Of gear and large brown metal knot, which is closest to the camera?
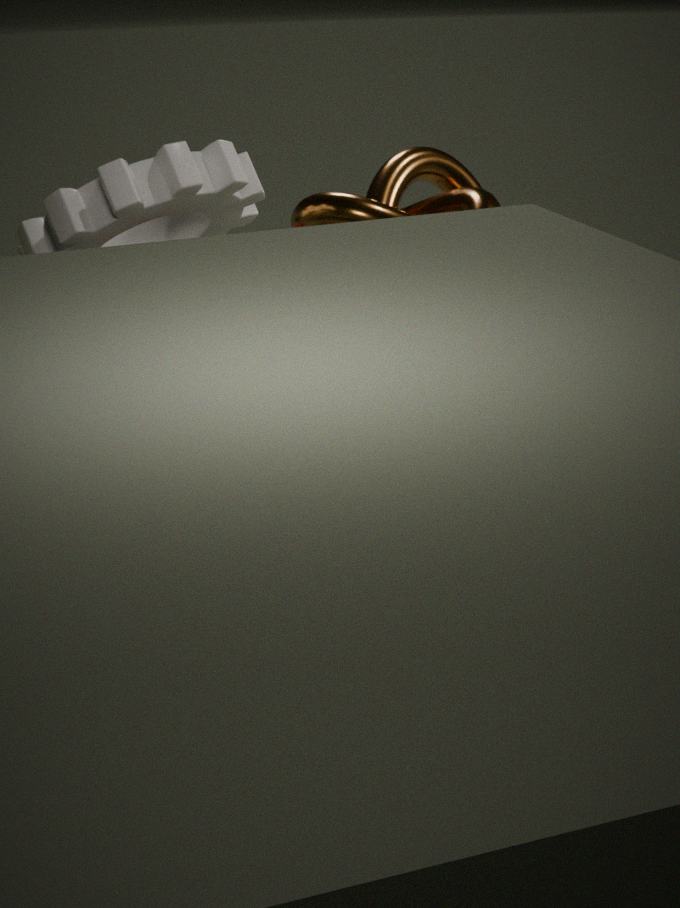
gear
